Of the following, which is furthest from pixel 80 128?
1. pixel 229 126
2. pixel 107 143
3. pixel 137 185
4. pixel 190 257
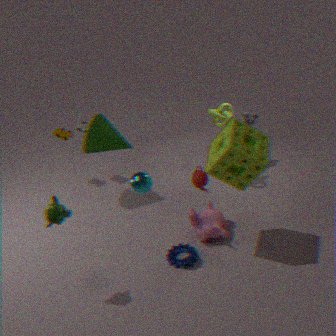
pixel 229 126
